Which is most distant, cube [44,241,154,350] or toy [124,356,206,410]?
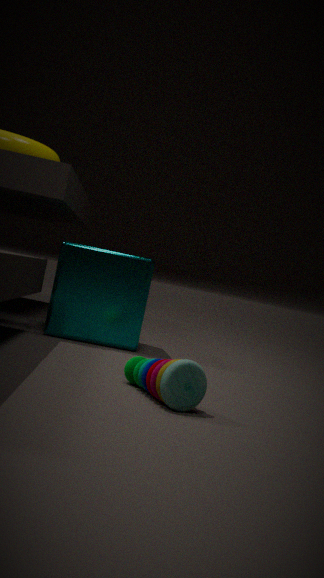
cube [44,241,154,350]
